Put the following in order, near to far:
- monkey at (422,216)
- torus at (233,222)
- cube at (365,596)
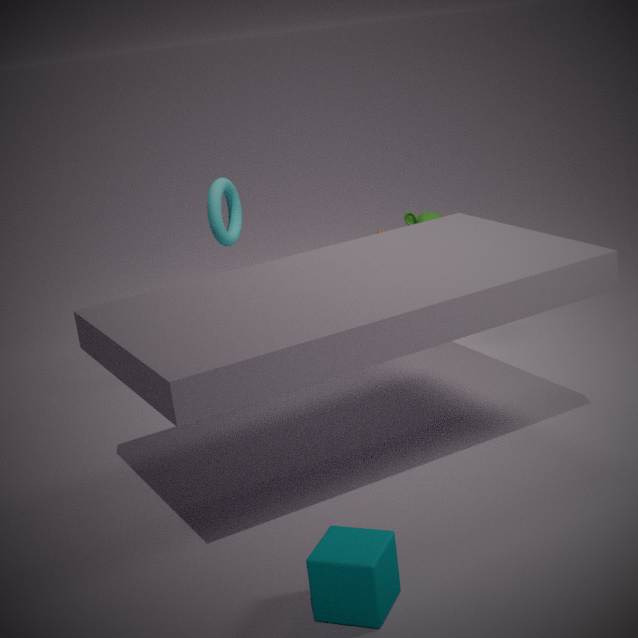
cube at (365,596) < torus at (233,222) < monkey at (422,216)
